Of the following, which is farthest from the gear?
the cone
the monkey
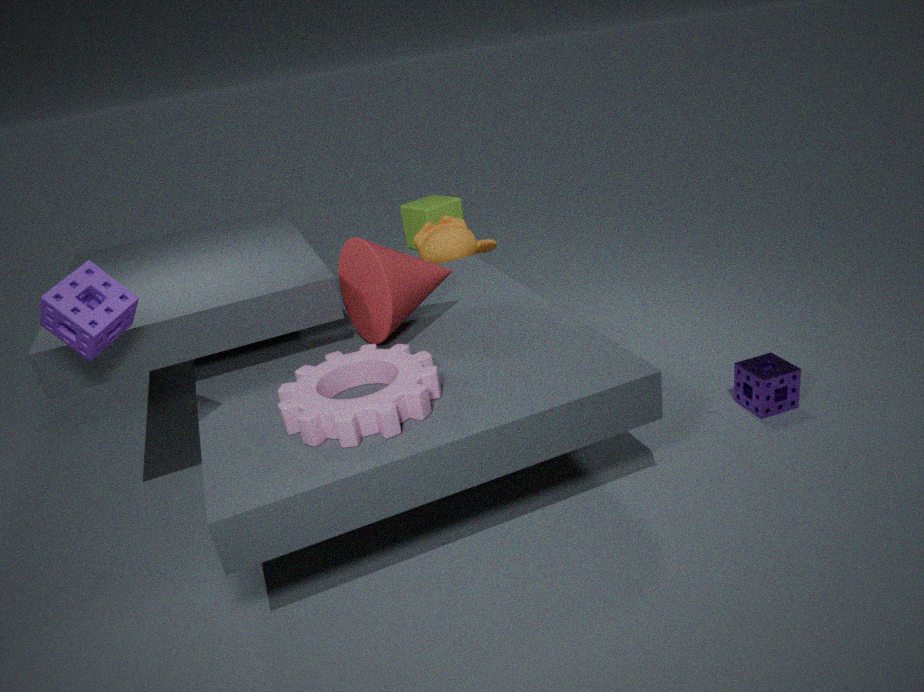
the monkey
